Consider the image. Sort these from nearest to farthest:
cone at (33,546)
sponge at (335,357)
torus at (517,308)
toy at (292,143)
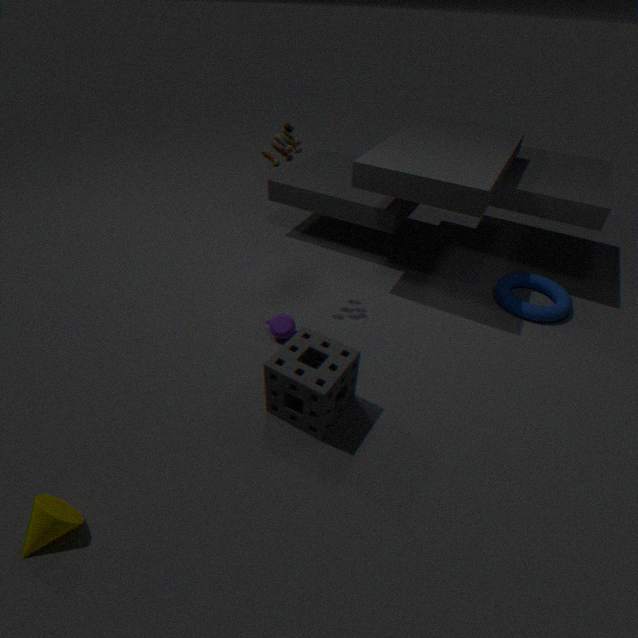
cone at (33,546)
sponge at (335,357)
toy at (292,143)
torus at (517,308)
